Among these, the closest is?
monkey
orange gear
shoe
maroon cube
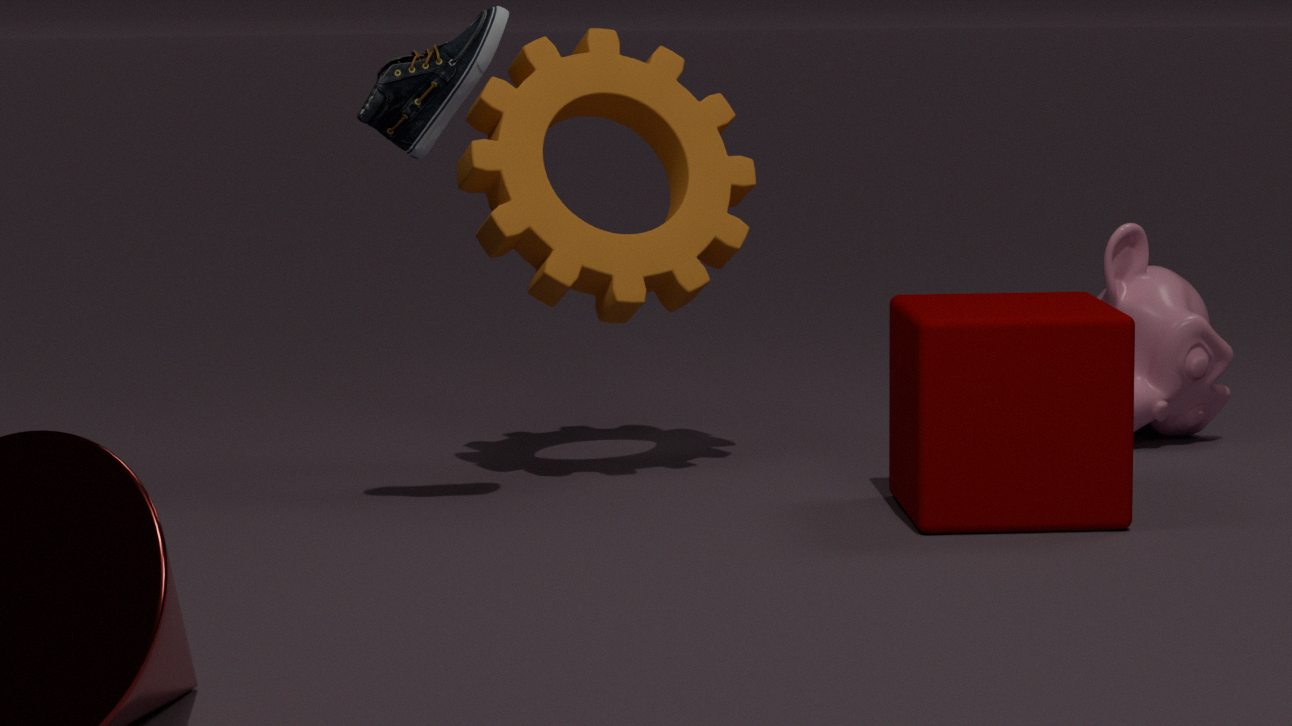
shoe
